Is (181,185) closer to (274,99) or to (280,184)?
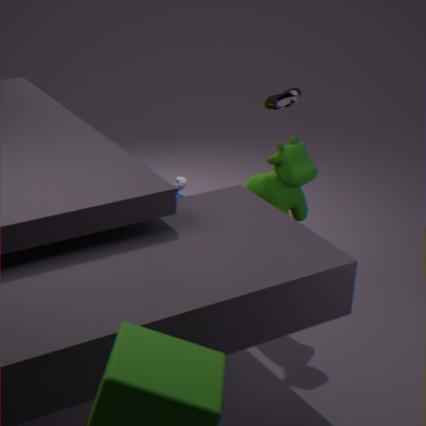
→ (274,99)
